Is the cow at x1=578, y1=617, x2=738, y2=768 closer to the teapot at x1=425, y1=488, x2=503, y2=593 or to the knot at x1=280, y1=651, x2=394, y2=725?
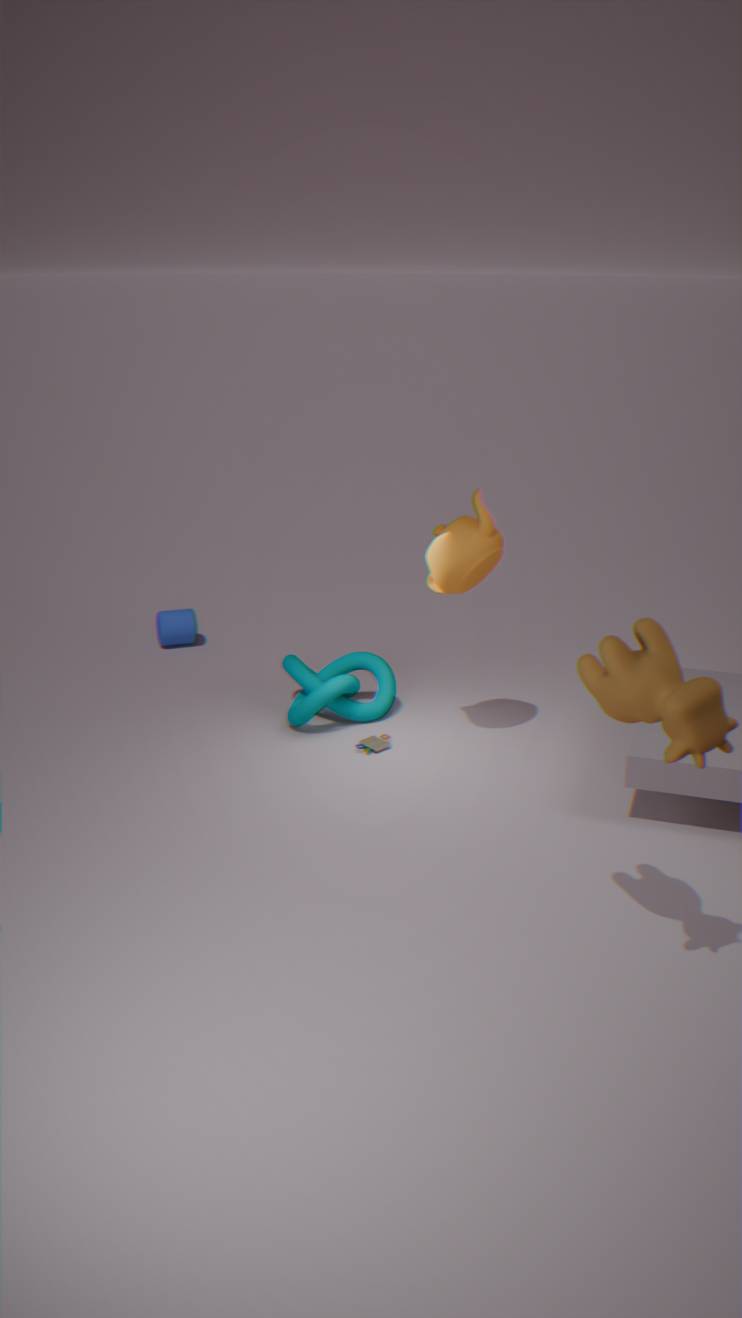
the teapot at x1=425, y1=488, x2=503, y2=593
